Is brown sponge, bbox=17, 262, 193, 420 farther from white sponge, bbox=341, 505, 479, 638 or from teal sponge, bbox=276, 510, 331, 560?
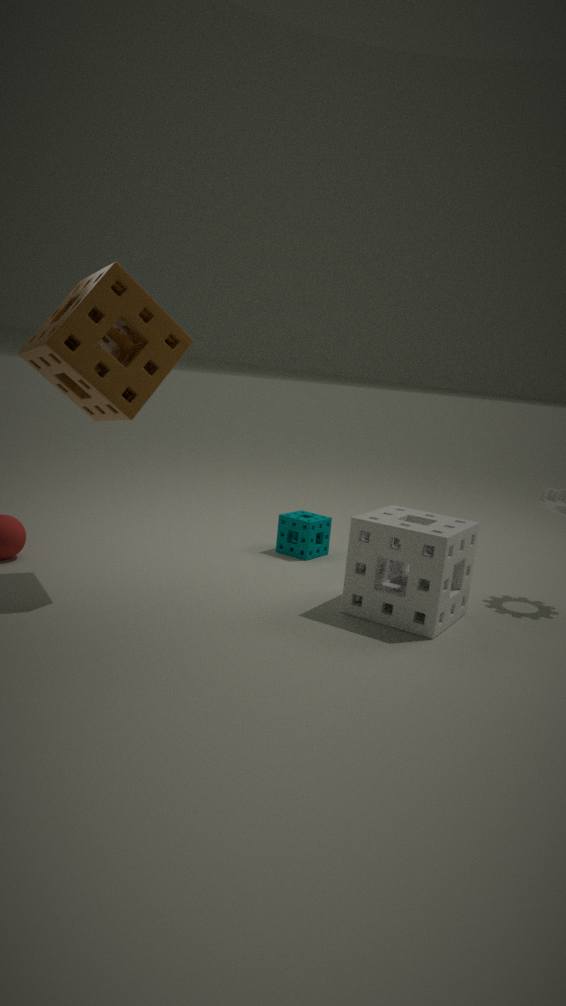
teal sponge, bbox=276, 510, 331, 560
